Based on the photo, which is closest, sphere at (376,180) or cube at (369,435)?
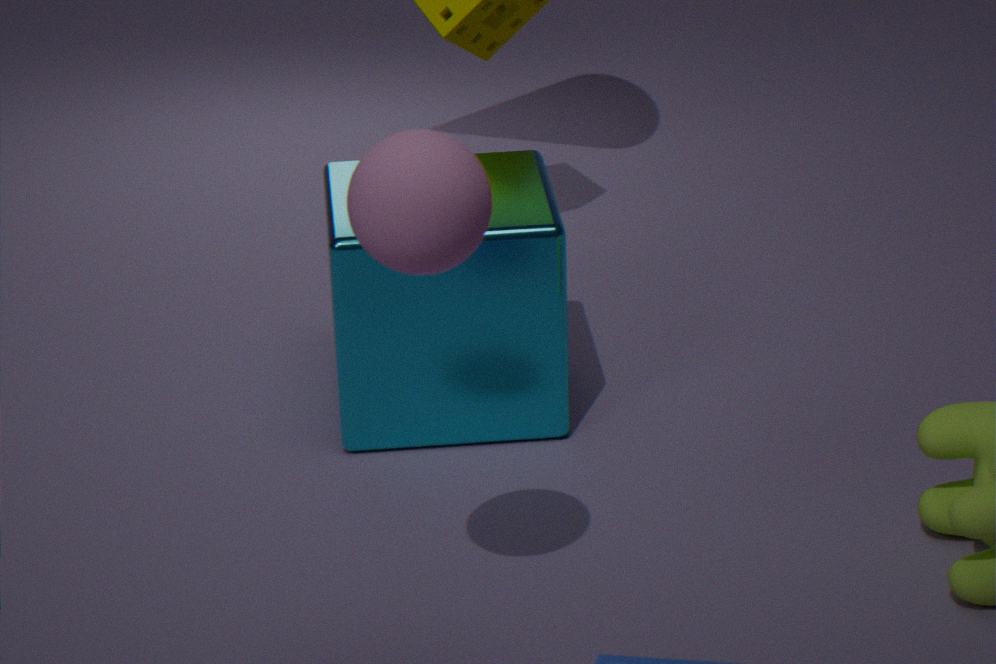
sphere at (376,180)
